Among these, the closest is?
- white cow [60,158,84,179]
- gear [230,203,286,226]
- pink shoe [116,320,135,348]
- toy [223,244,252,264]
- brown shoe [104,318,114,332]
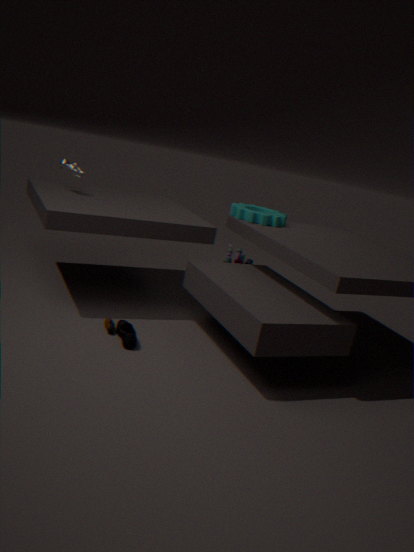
pink shoe [116,320,135,348]
